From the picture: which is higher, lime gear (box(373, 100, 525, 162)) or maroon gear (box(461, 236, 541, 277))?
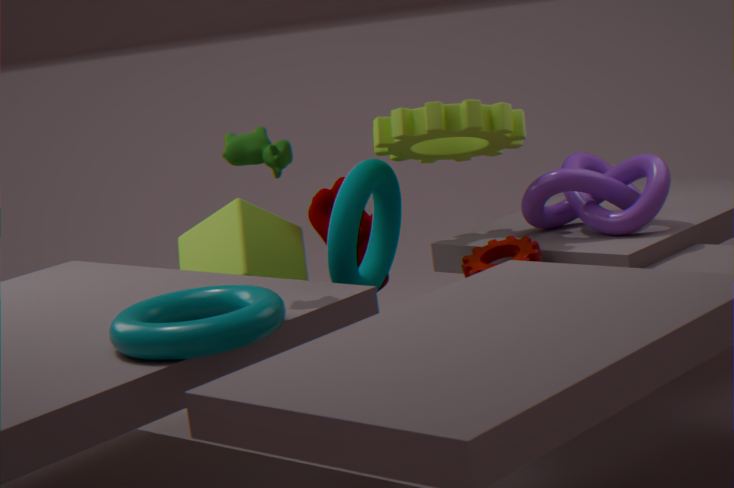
lime gear (box(373, 100, 525, 162))
